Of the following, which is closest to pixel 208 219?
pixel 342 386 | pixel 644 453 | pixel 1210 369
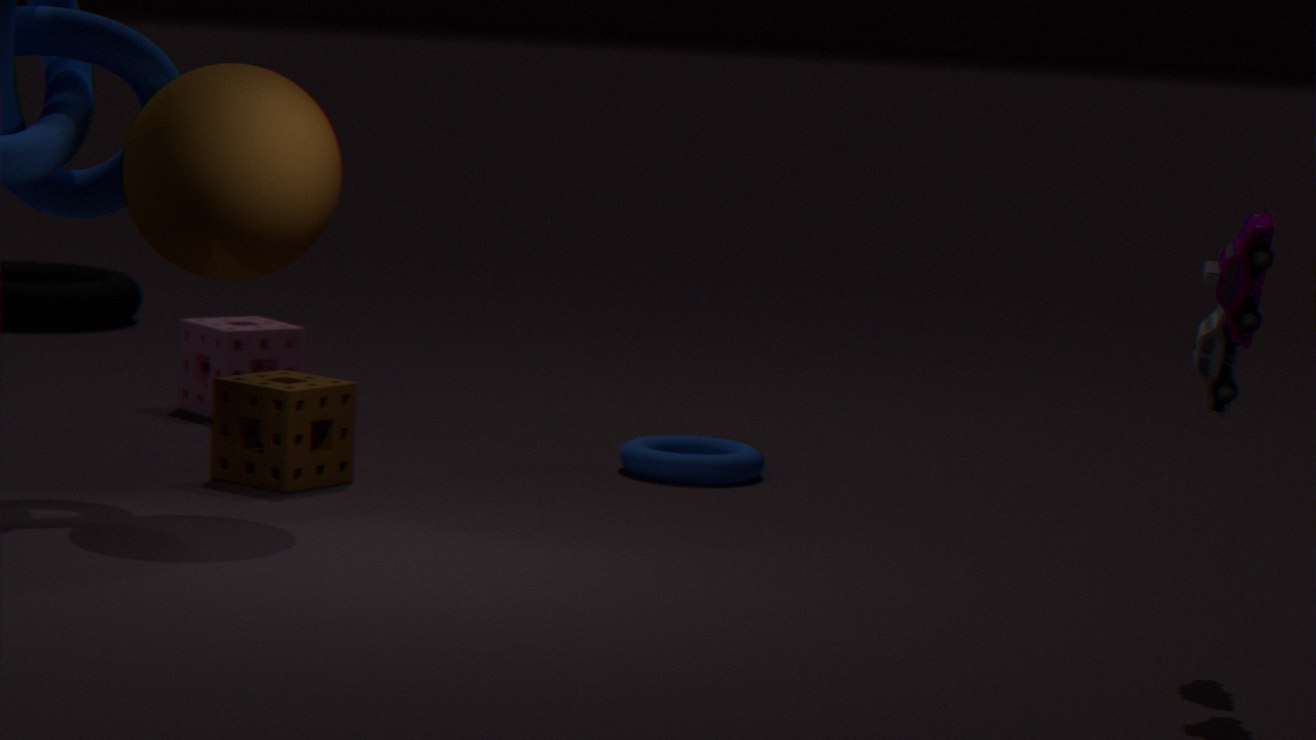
pixel 342 386
